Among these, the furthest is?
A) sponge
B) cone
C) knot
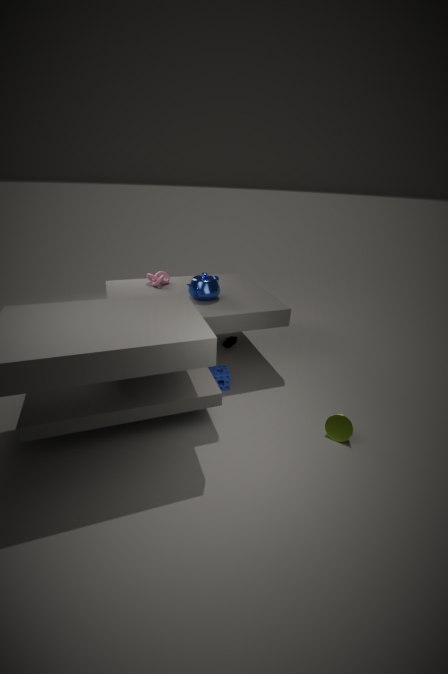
knot
